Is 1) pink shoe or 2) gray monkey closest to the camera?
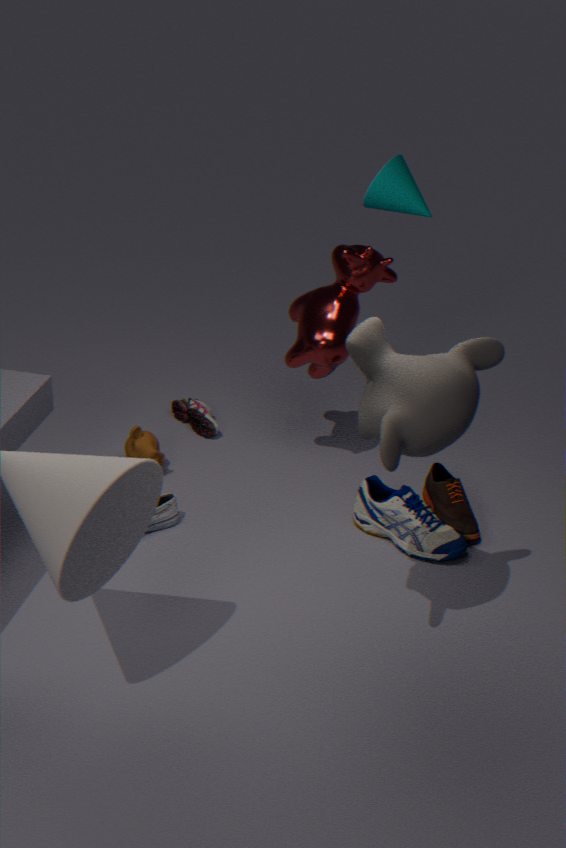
2. gray monkey
